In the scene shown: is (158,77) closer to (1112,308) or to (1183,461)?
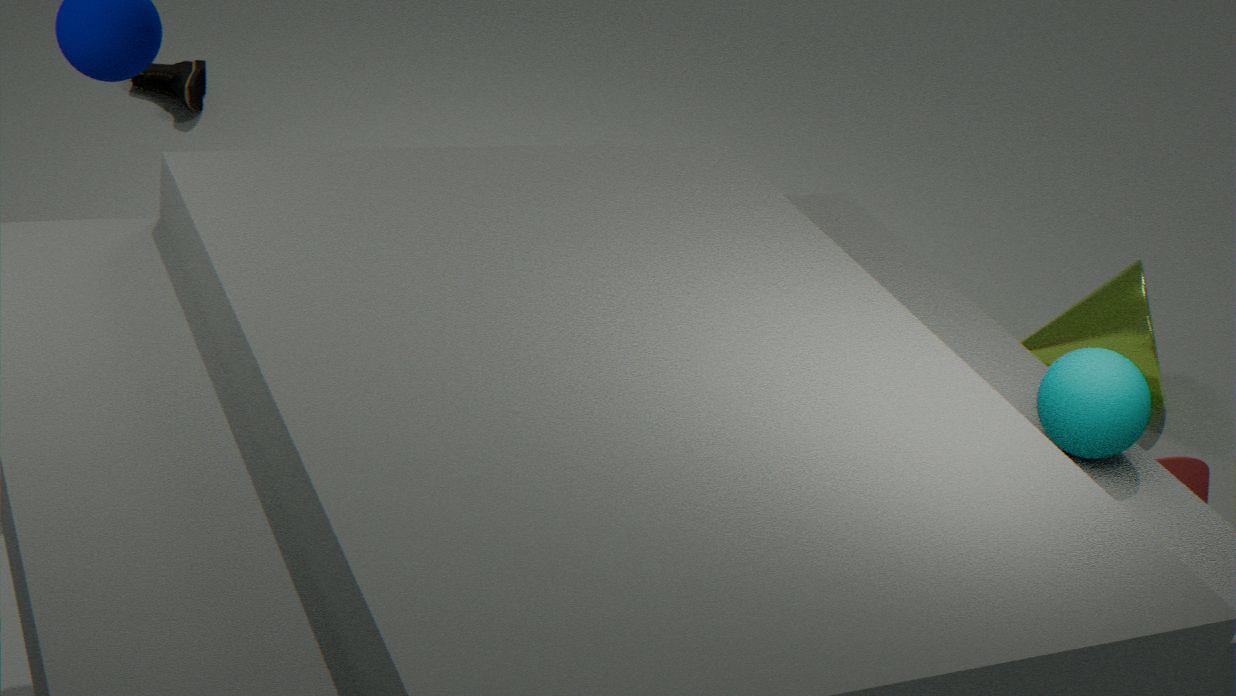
(1112,308)
